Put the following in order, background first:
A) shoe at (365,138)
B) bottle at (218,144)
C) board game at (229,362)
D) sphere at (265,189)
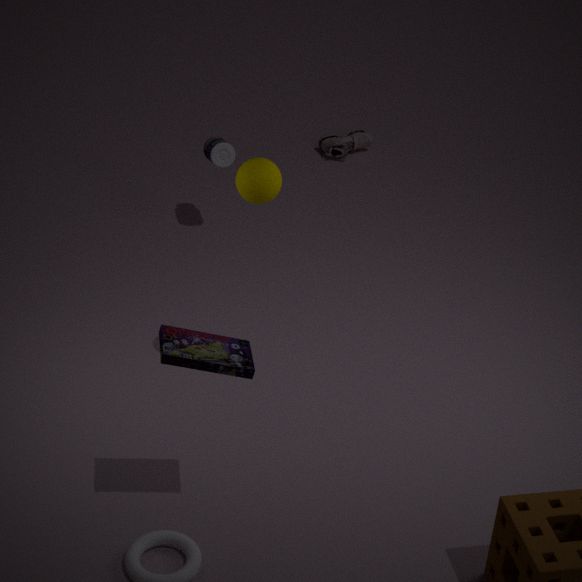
1. shoe at (365,138)
2. bottle at (218,144)
3. sphere at (265,189)
4. board game at (229,362)
